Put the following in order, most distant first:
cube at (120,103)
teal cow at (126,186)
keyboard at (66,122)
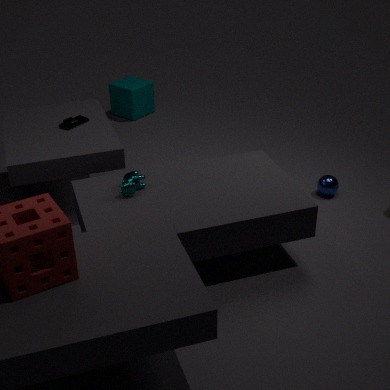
cube at (120,103), keyboard at (66,122), teal cow at (126,186)
